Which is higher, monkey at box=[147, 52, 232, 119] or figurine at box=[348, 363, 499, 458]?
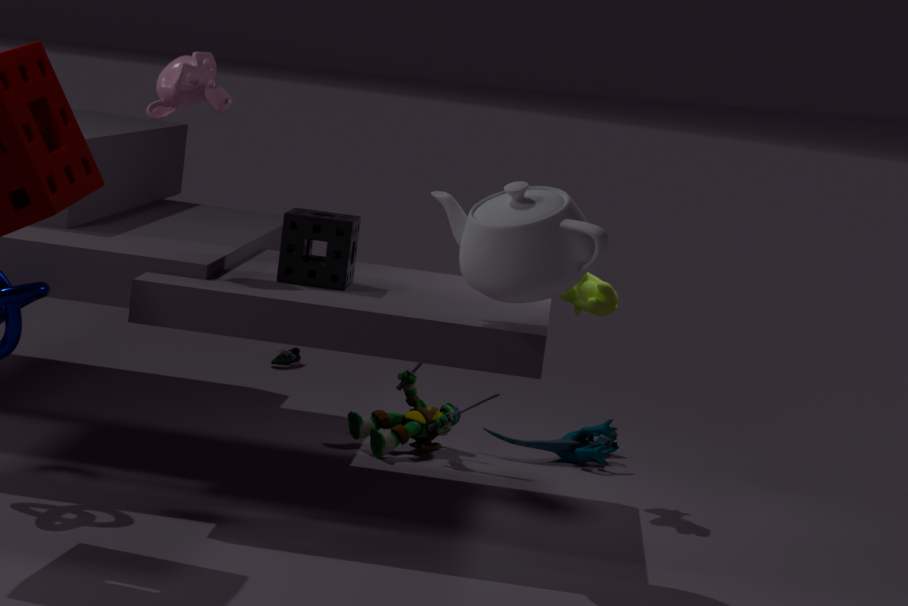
monkey at box=[147, 52, 232, 119]
